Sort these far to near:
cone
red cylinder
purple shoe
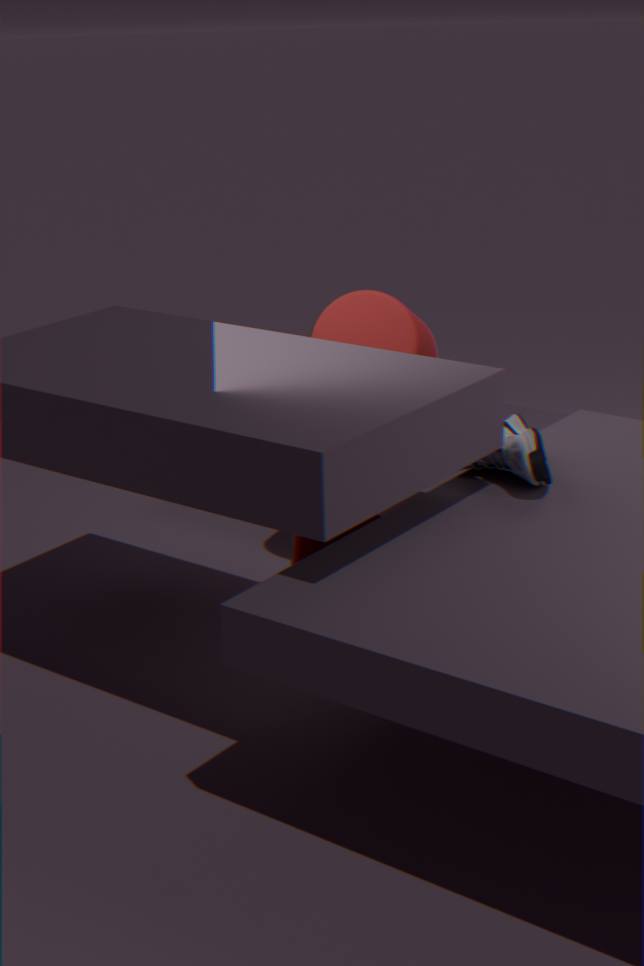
cone
red cylinder
purple shoe
